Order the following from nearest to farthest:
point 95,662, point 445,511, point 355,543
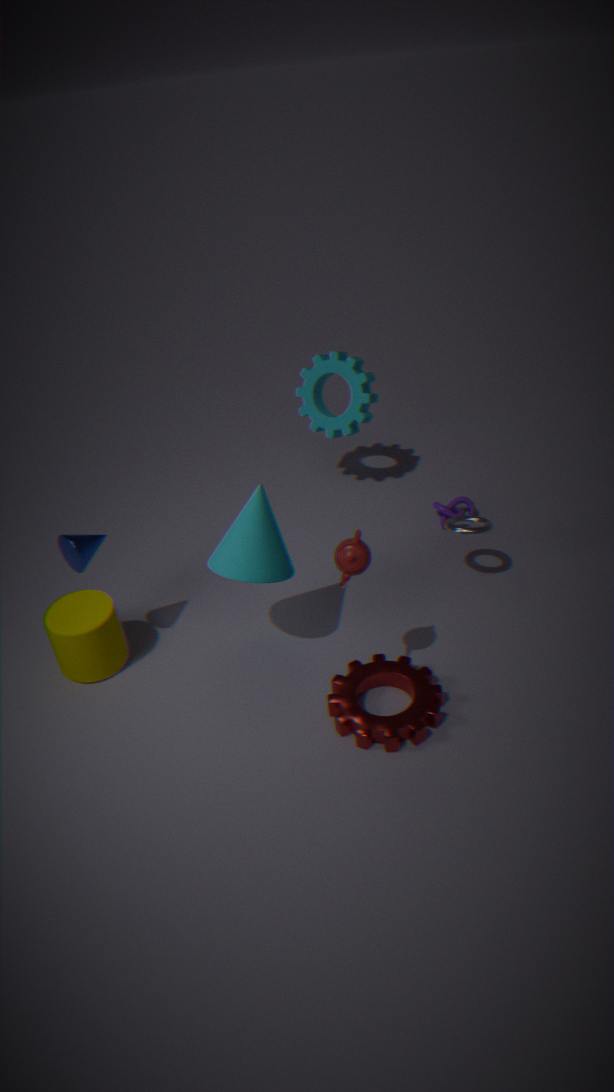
point 355,543 < point 95,662 < point 445,511
